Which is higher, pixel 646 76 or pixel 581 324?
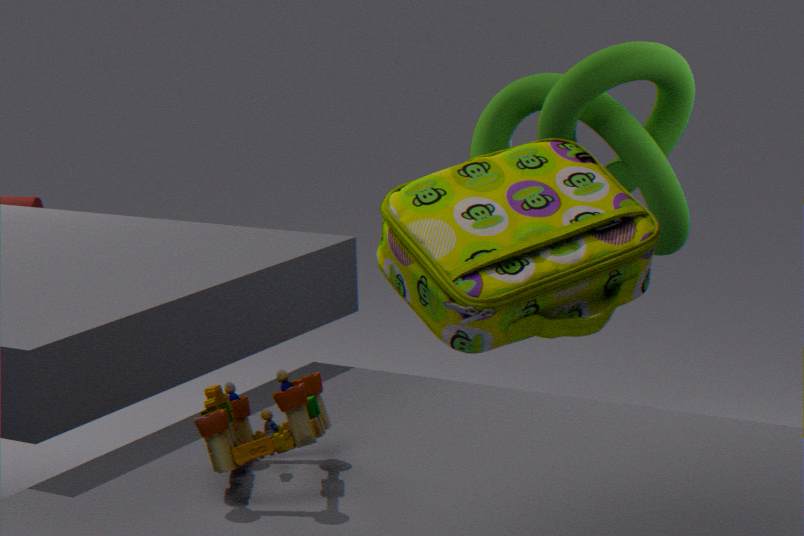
pixel 581 324
